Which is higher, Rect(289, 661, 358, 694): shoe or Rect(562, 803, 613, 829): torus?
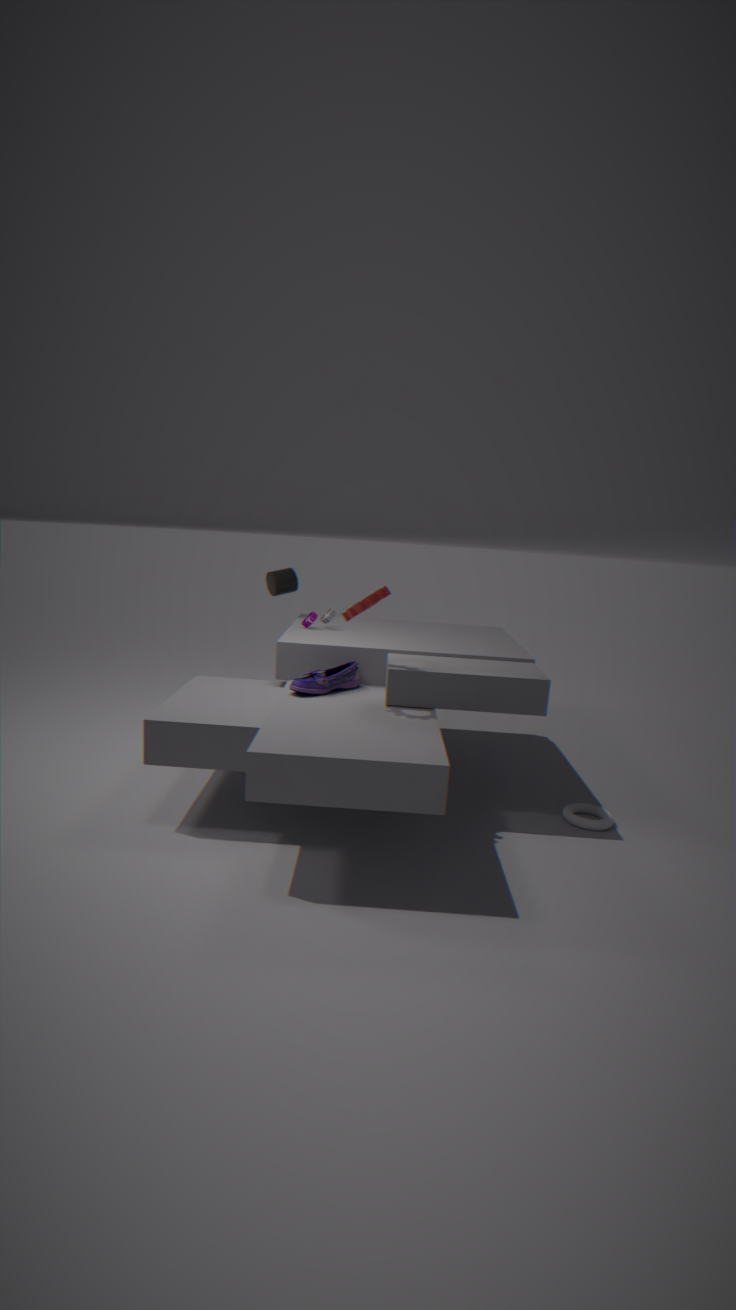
Rect(289, 661, 358, 694): shoe
